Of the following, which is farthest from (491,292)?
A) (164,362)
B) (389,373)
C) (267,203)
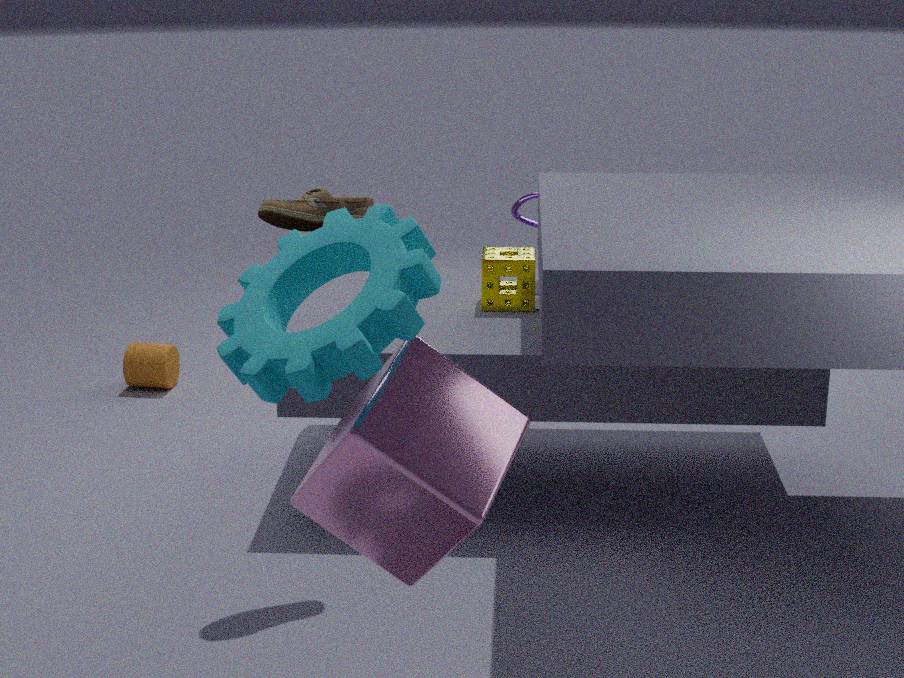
(164,362)
